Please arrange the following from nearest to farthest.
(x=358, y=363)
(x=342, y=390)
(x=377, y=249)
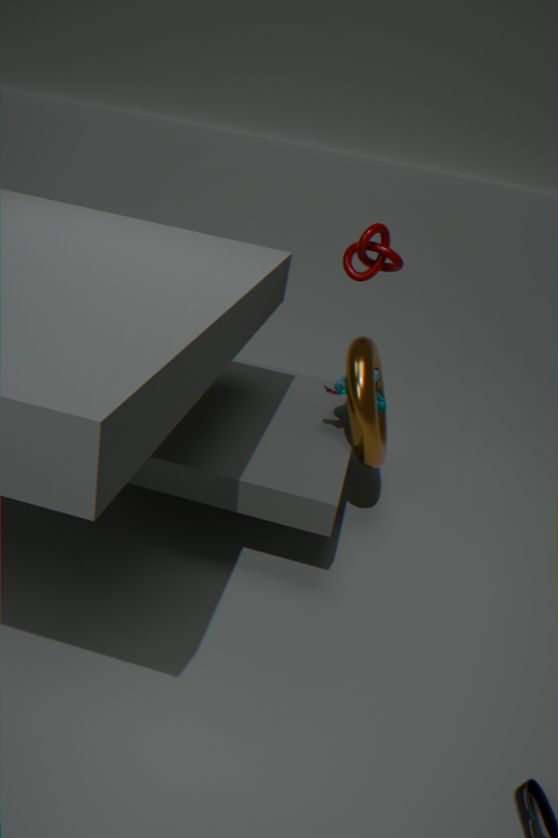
(x=358, y=363), (x=342, y=390), (x=377, y=249)
